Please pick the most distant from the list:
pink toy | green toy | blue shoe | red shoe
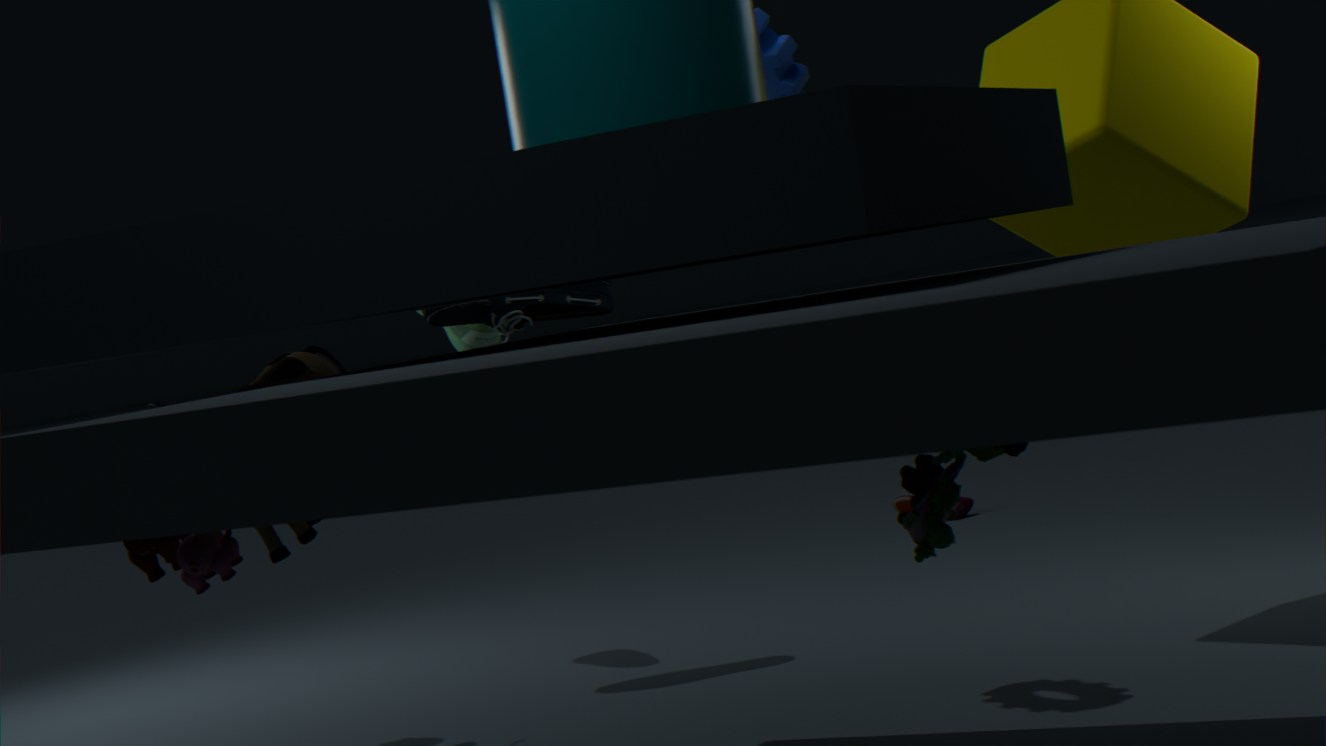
red shoe
